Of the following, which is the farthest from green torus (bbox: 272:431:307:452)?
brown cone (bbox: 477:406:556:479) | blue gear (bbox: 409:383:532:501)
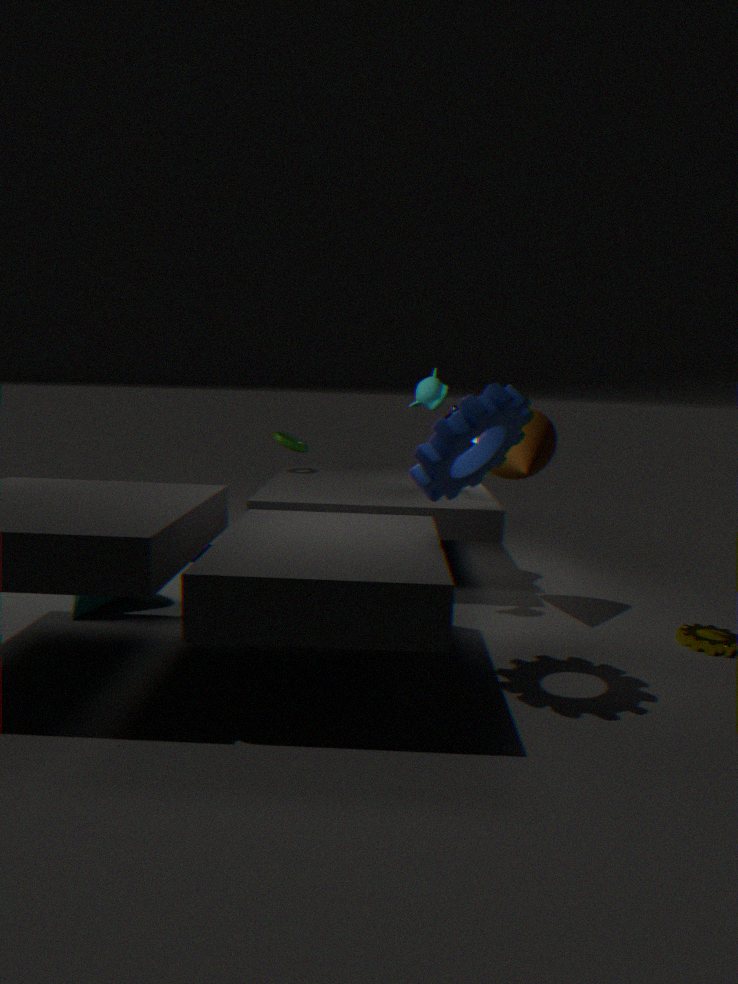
blue gear (bbox: 409:383:532:501)
